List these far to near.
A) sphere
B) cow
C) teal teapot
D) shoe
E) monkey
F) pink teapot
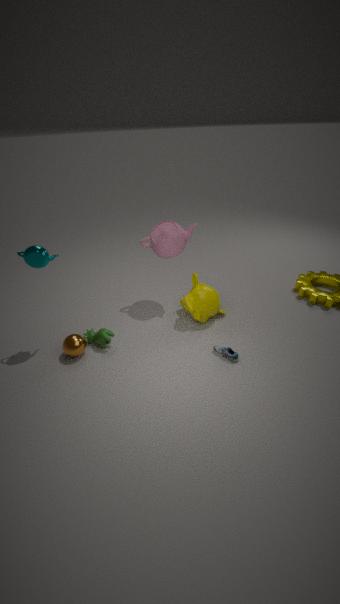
pink teapot
monkey
cow
sphere
shoe
teal teapot
